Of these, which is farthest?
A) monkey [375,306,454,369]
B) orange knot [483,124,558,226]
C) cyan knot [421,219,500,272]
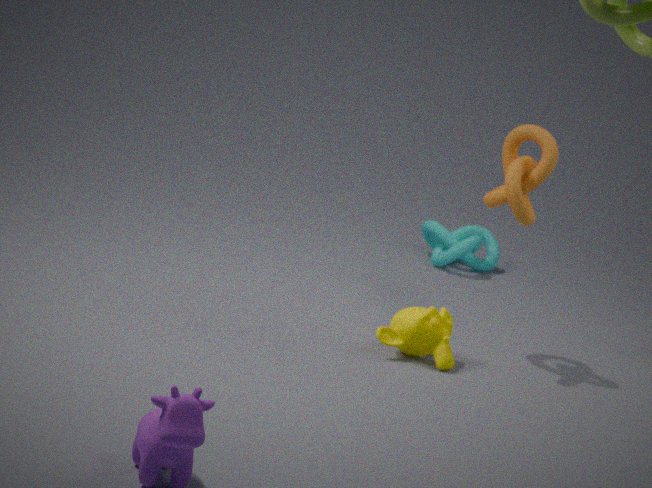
cyan knot [421,219,500,272]
